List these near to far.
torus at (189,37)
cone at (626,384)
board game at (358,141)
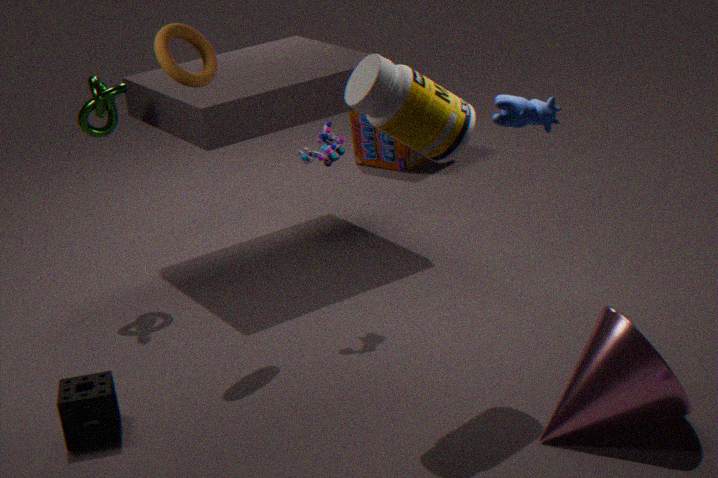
cone at (626,384)
torus at (189,37)
board game at (358,141)
